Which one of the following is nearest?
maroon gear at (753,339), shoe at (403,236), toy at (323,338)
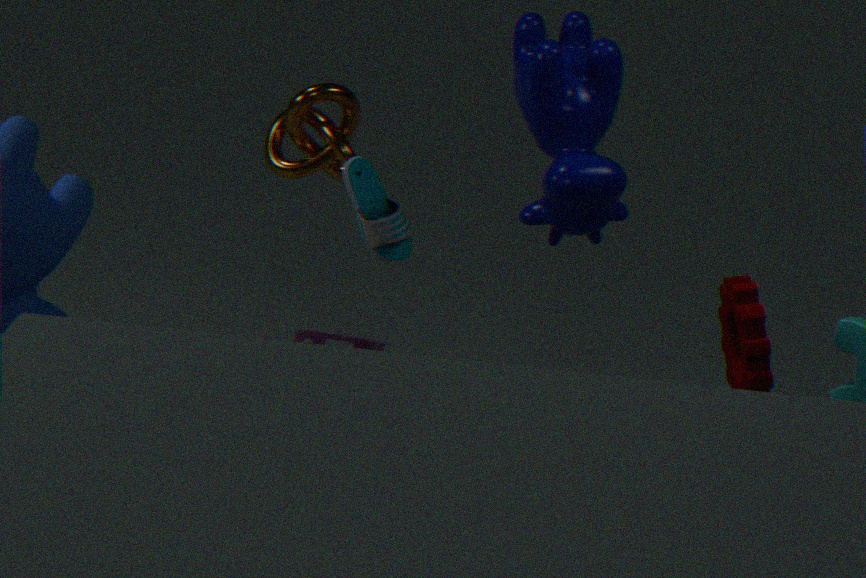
maroon gear at (753,339)
